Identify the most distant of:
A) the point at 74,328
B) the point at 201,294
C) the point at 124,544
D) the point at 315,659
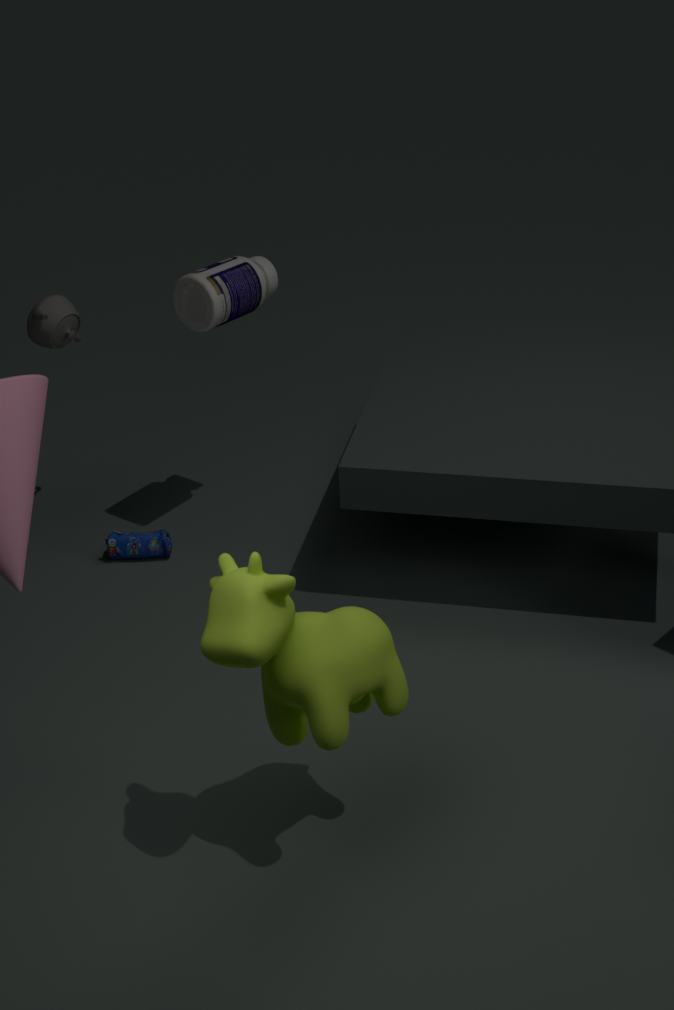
the point at 124,544
